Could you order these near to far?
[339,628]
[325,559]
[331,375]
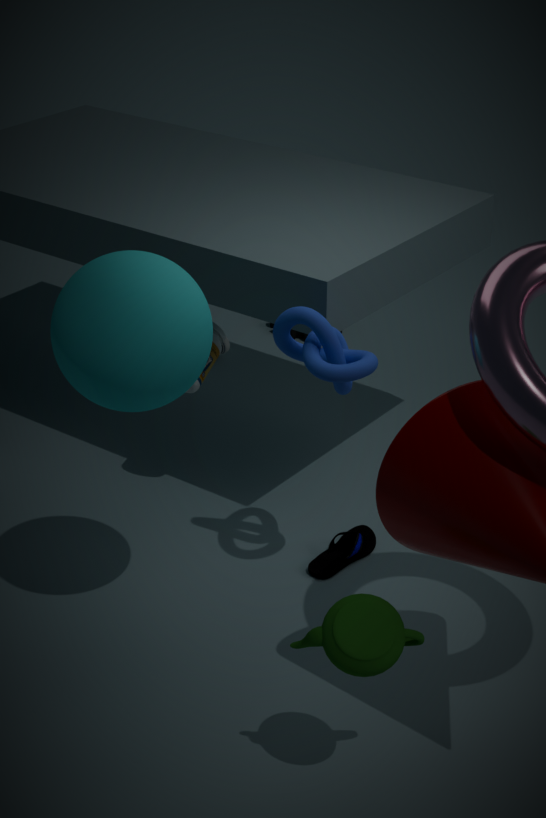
[339,628] < [331,375] < [325,559]
